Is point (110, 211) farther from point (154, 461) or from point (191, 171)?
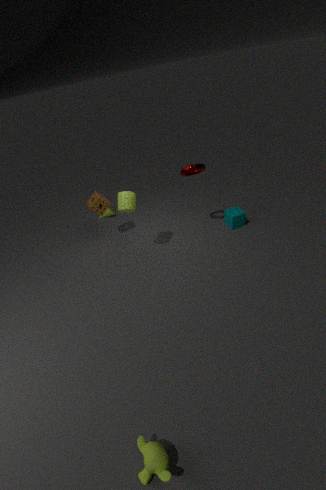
point (154, 461)
